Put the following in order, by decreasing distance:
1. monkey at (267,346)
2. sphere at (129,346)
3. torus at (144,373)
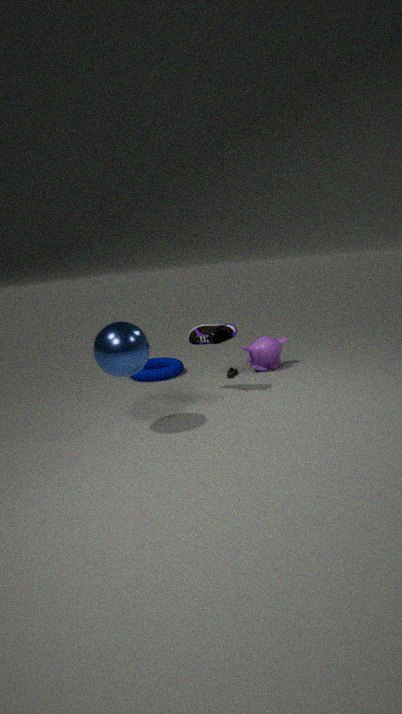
torus at (144,373) < monkey at (267,346) < sphere at (129,346)
